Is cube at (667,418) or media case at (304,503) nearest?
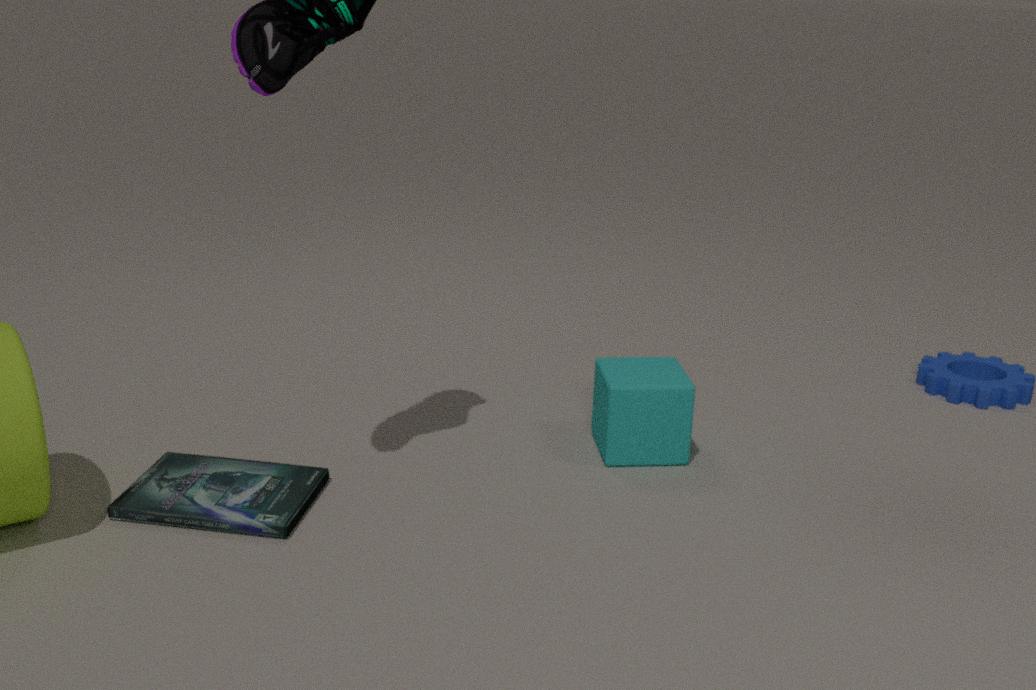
media case at (304,503)
